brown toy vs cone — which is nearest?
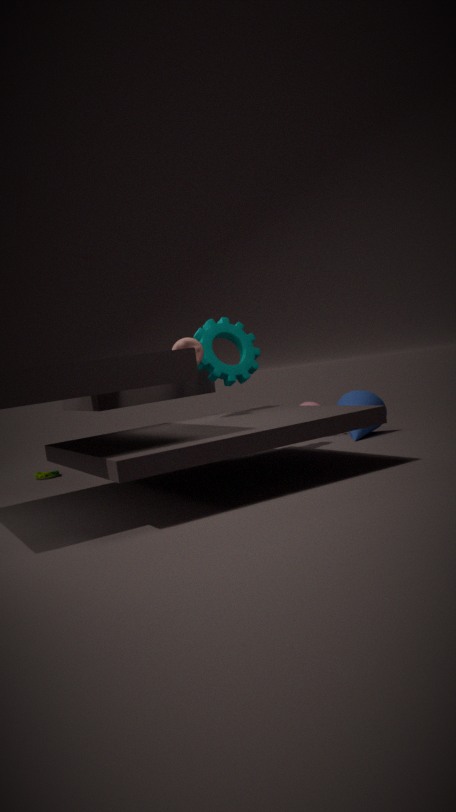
brown toy
